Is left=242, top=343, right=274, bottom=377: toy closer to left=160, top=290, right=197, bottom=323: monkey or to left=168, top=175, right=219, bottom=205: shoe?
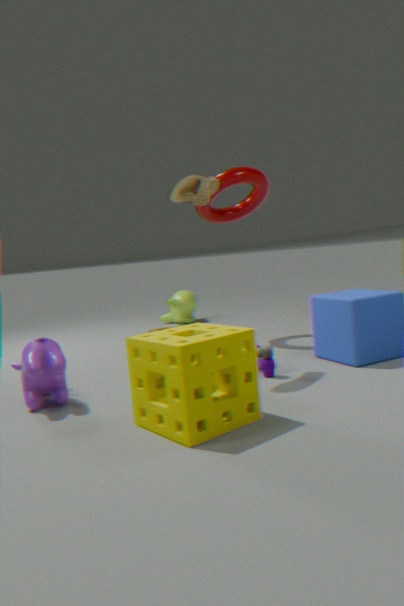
left=168, top=175, right=219, bottom=205: shoe
